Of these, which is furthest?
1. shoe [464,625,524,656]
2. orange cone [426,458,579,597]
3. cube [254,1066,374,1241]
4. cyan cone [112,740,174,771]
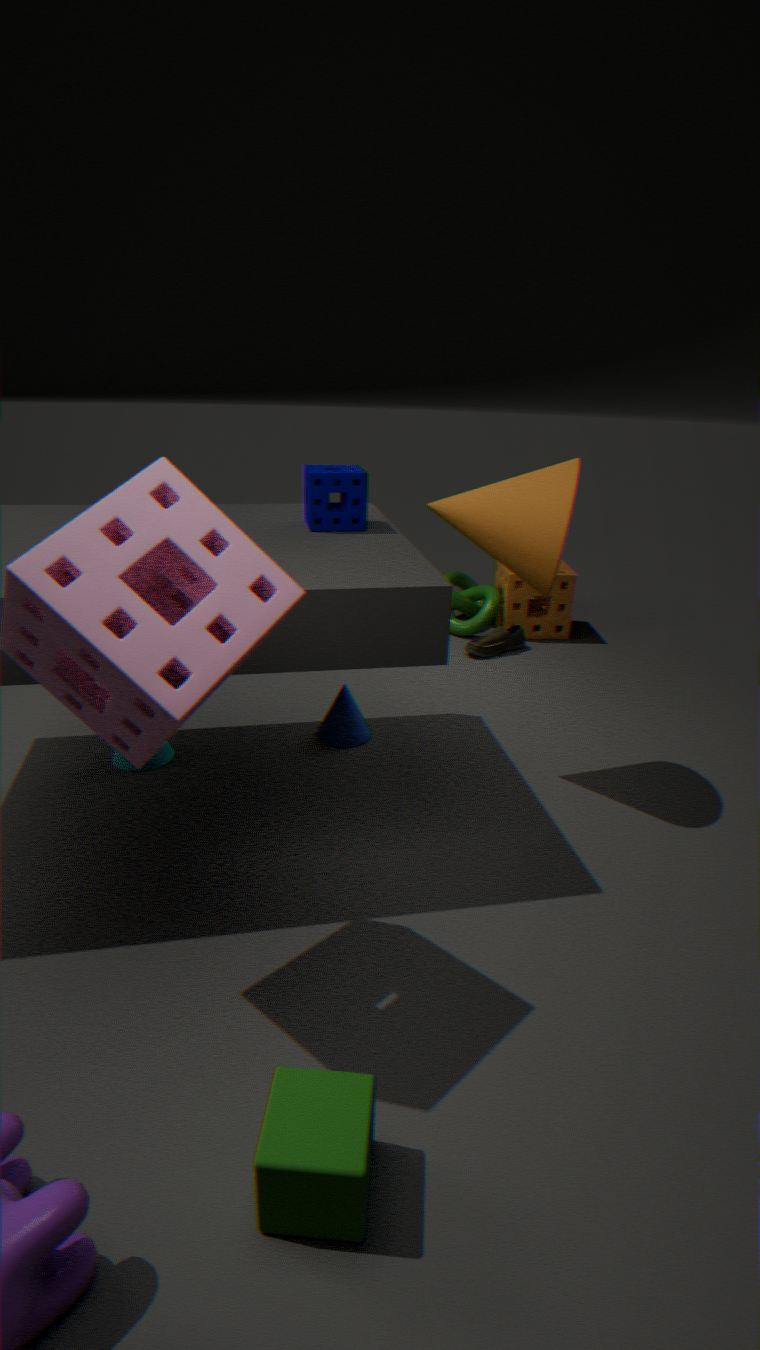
shoe [464,625,524,656]
